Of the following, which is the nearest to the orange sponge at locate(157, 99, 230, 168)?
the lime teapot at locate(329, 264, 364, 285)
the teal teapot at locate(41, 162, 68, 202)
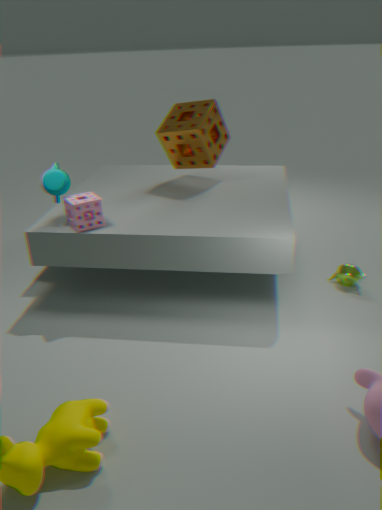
the teal teapot at locate(41, 162, 68, 202)
